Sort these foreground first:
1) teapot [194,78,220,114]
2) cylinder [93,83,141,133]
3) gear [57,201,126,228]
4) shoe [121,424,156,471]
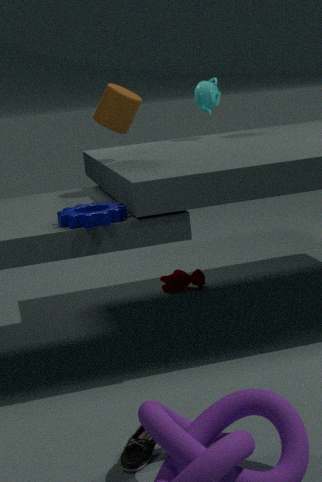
4. shoe [121,424,156,471] < 3. gear [57,201,126,228] < 2. cylinder [93,83,141,133] < 1. teapot [194,78,220,114]
